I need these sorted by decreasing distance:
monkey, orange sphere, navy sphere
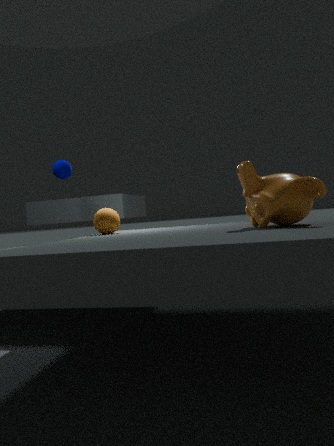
navy sphere → orange sphere → monkey
